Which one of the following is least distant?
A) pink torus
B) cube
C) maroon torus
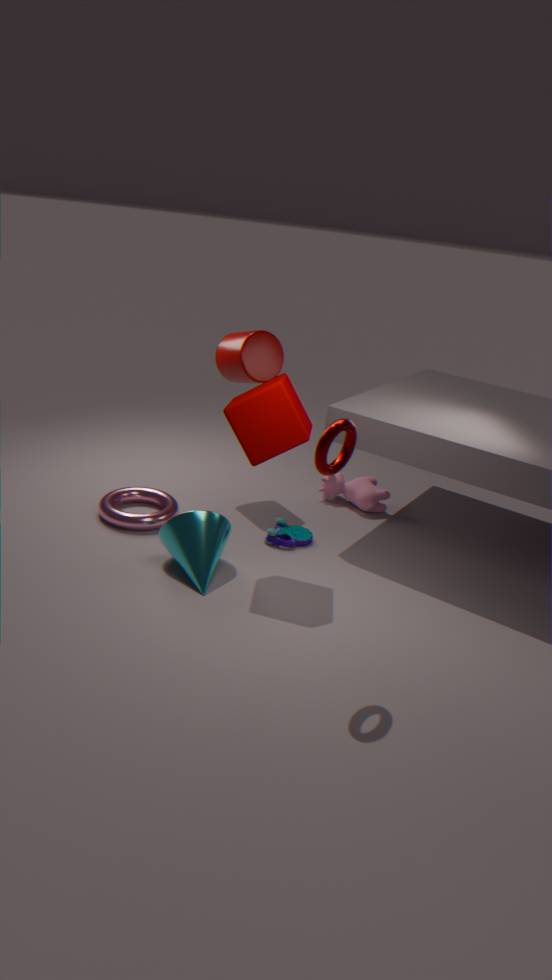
maroon torus
